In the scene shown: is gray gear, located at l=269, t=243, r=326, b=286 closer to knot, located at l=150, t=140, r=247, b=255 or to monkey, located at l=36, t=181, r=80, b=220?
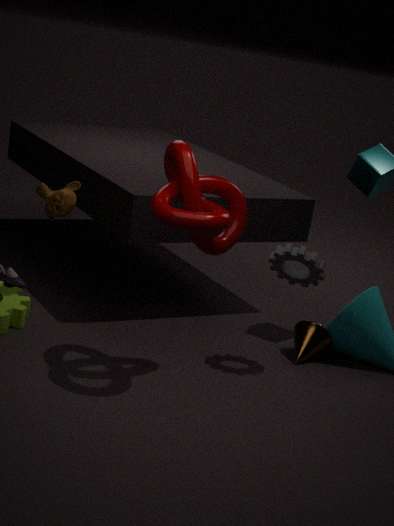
knot, located at l=150, t=140, r=247, b=255
